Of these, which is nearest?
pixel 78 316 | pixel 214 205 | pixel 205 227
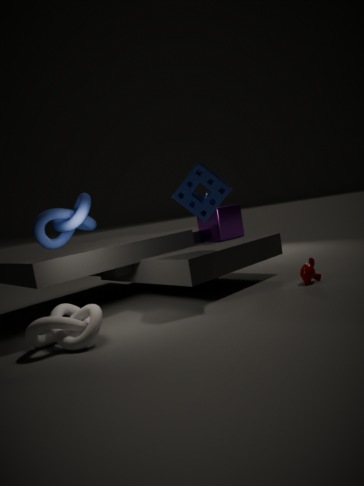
pixel 78 316
